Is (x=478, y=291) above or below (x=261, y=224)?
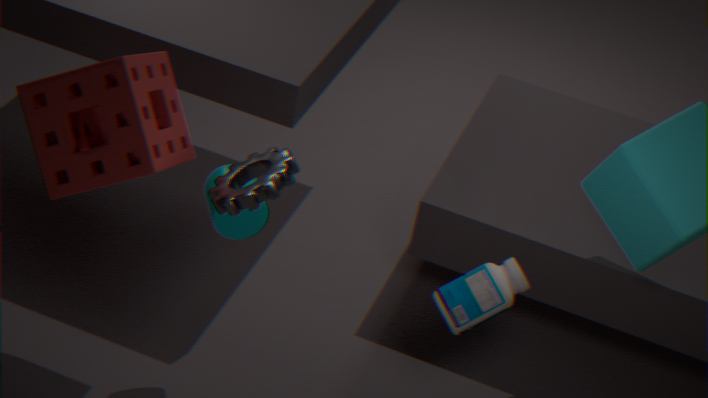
below
